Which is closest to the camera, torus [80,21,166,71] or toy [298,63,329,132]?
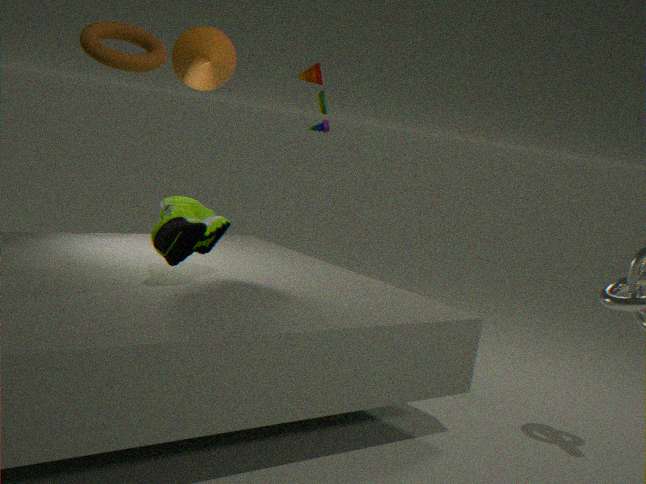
torus [80,21,166,71]
